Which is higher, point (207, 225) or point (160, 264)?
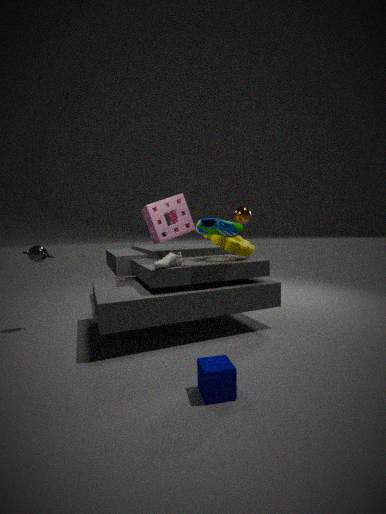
point (207, 225)
